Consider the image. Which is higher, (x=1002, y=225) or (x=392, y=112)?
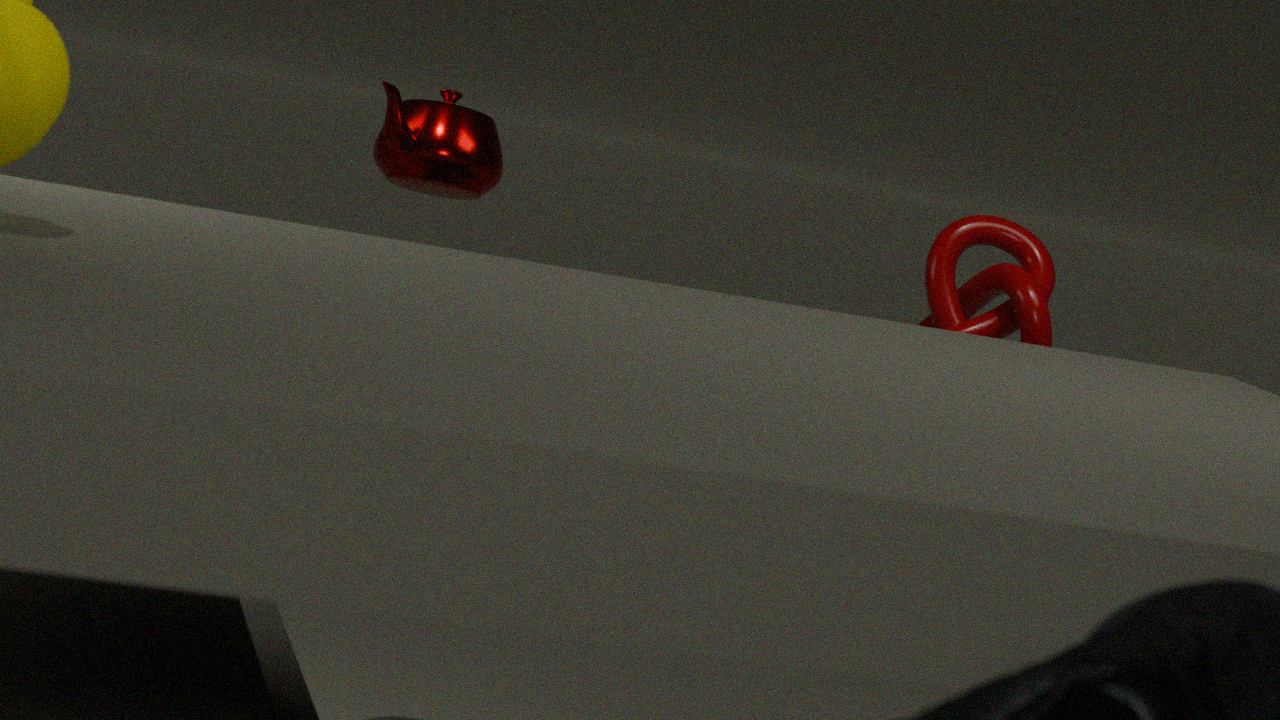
(x=392, y=112)
